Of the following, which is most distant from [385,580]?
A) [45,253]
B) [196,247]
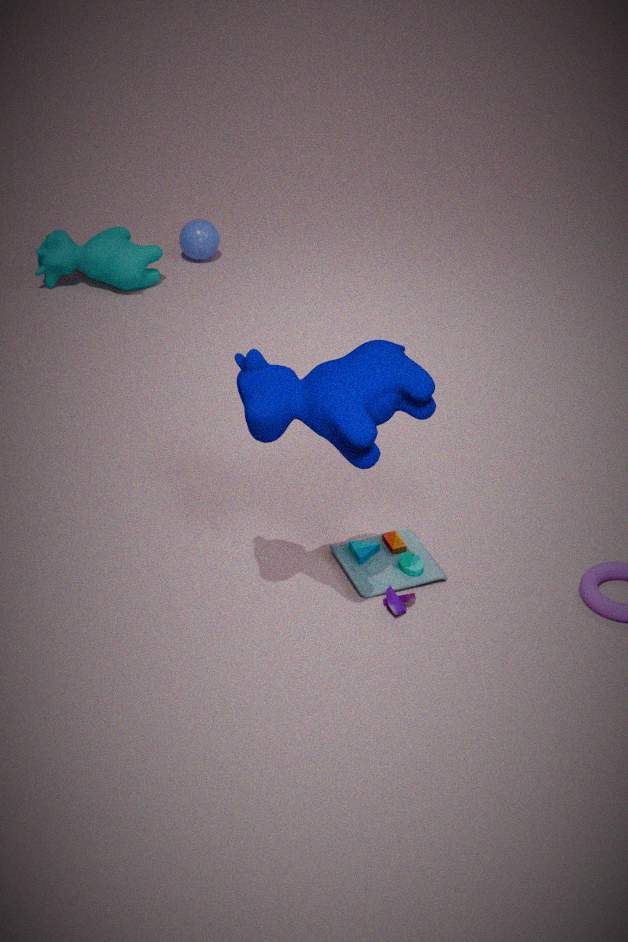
[196,247]
